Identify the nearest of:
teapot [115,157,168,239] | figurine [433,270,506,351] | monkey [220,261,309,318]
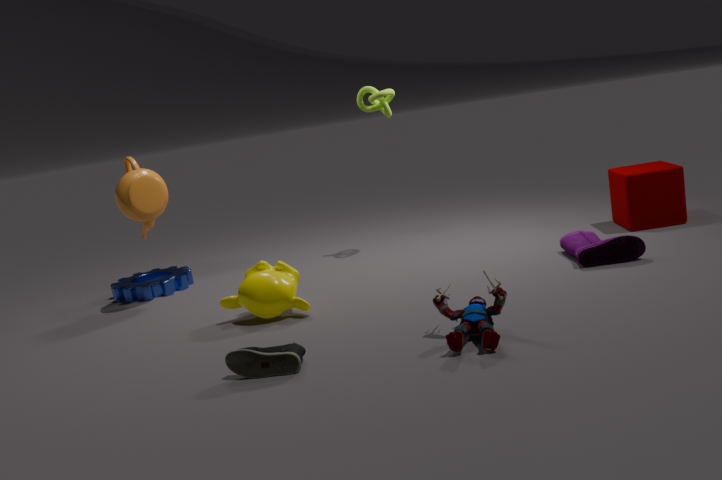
figurine [433,270,506,351]
